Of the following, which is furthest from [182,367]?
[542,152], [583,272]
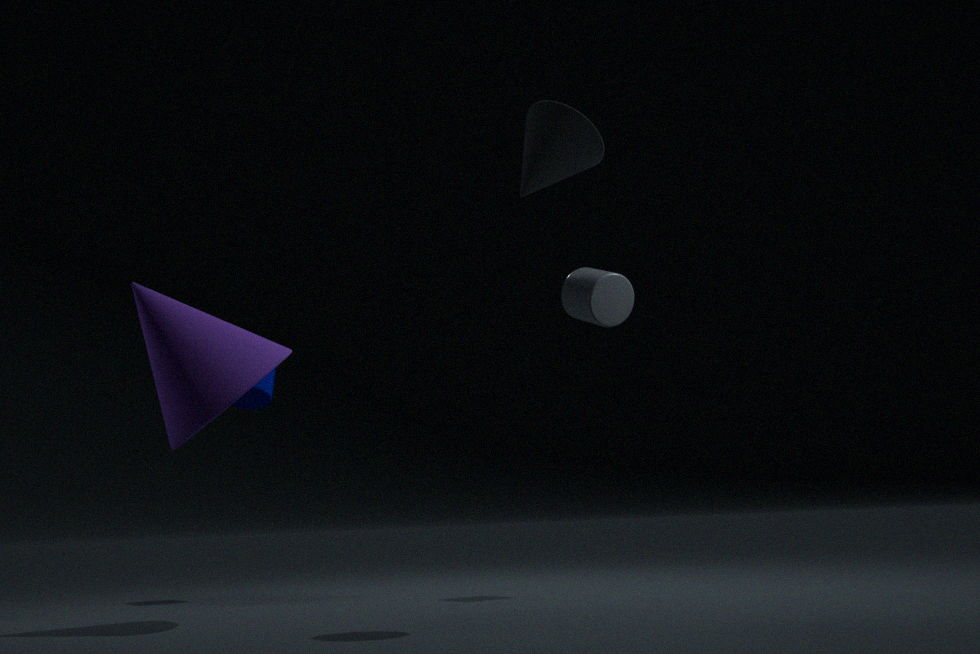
[583,272]
